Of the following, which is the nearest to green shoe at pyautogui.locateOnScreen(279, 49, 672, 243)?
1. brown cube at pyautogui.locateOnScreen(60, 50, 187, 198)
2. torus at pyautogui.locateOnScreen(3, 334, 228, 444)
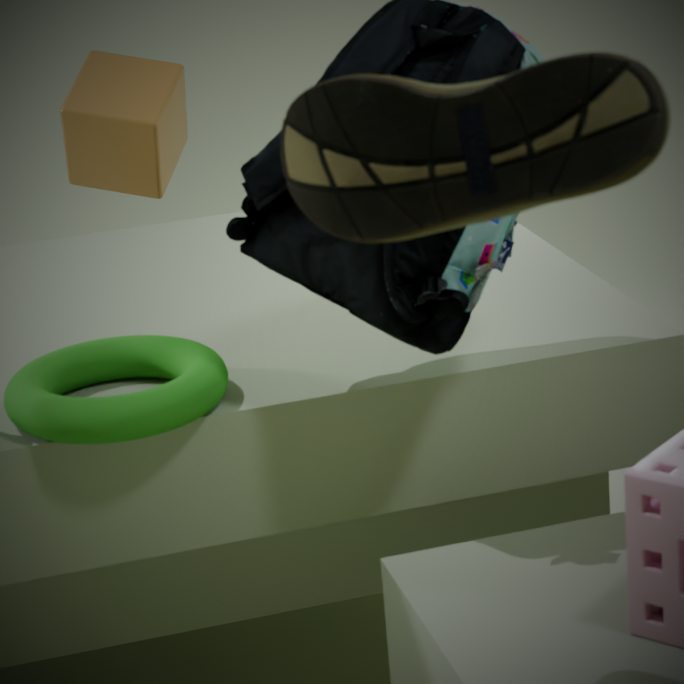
torus at pyautogui.locateOnScreen(3, 334, 228, 444)
